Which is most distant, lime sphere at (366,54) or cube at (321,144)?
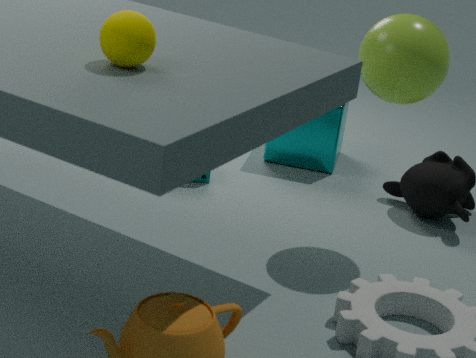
cube at (321,144)
